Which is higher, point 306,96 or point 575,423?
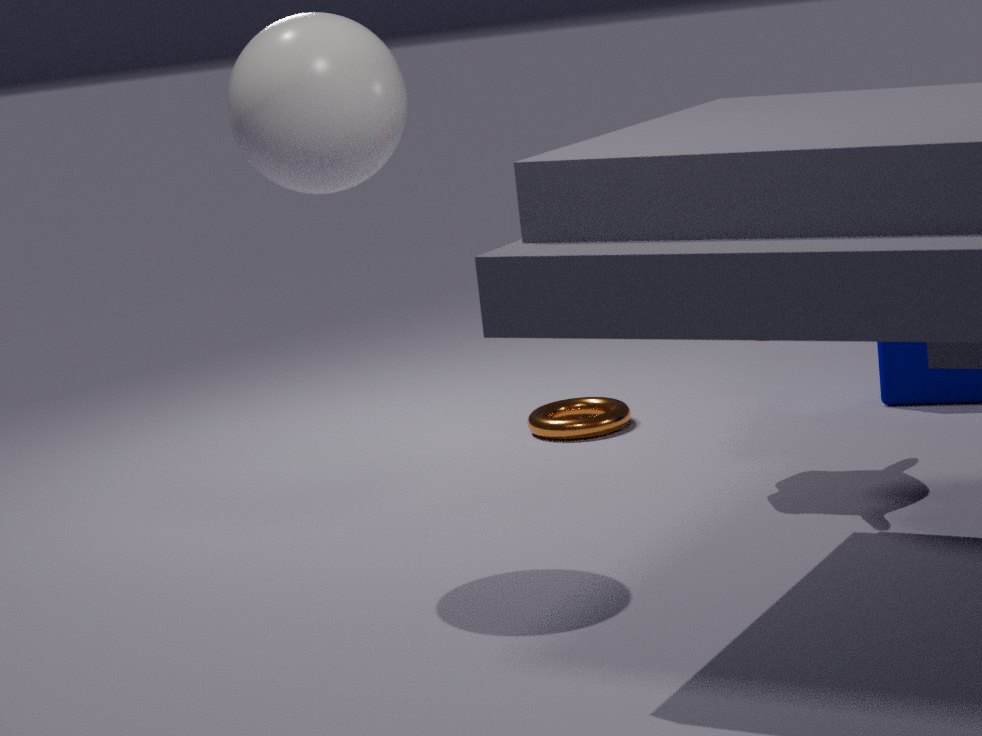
point 306,96
